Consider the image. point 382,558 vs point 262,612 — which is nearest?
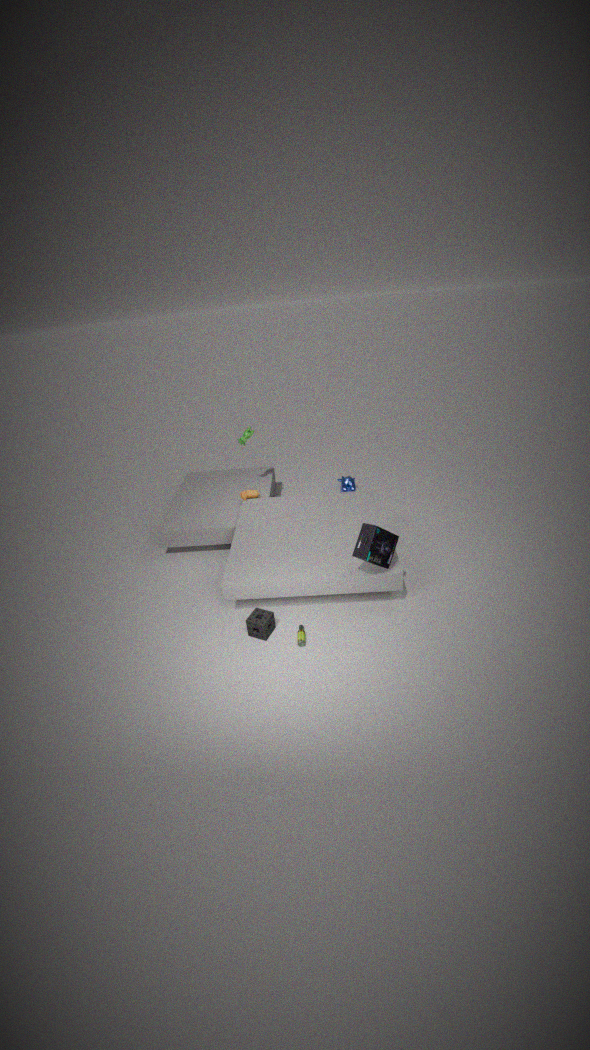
point 382,558
